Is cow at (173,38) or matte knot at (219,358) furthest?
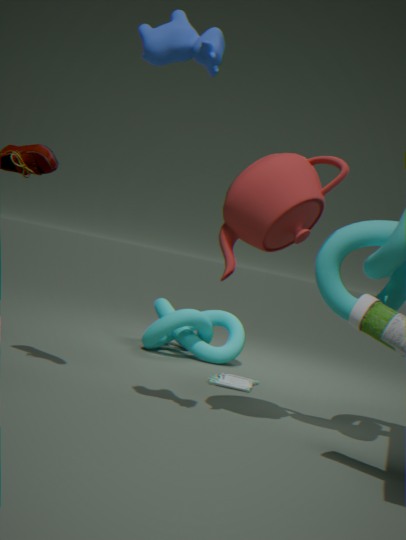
matte knot at (219,358)
